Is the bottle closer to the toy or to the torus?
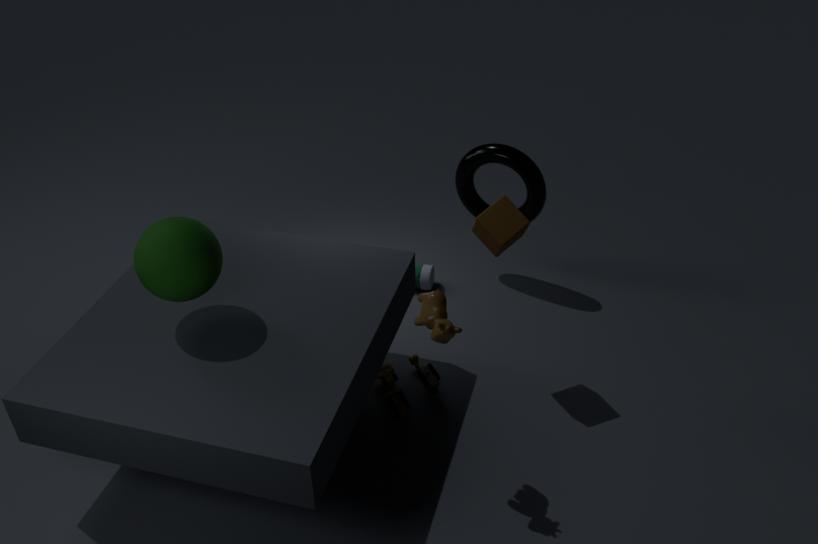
the torus
